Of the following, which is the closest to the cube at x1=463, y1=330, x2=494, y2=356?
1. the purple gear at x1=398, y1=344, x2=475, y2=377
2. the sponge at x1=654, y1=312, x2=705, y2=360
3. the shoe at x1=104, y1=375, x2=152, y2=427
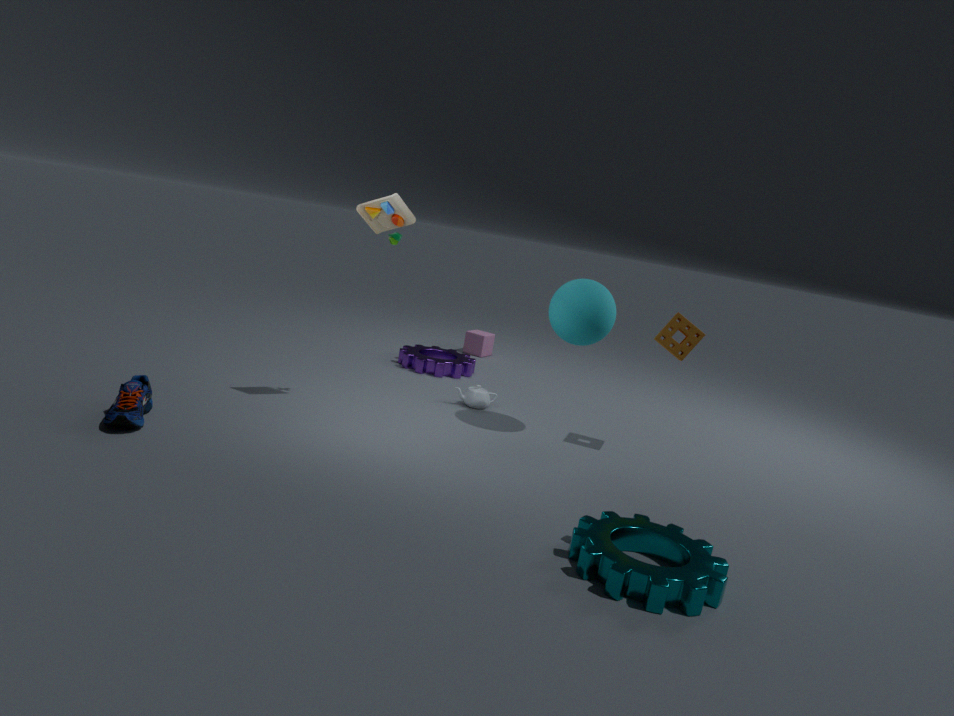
the purple gear at x1=398, y1=344, x2=475, y2=377
